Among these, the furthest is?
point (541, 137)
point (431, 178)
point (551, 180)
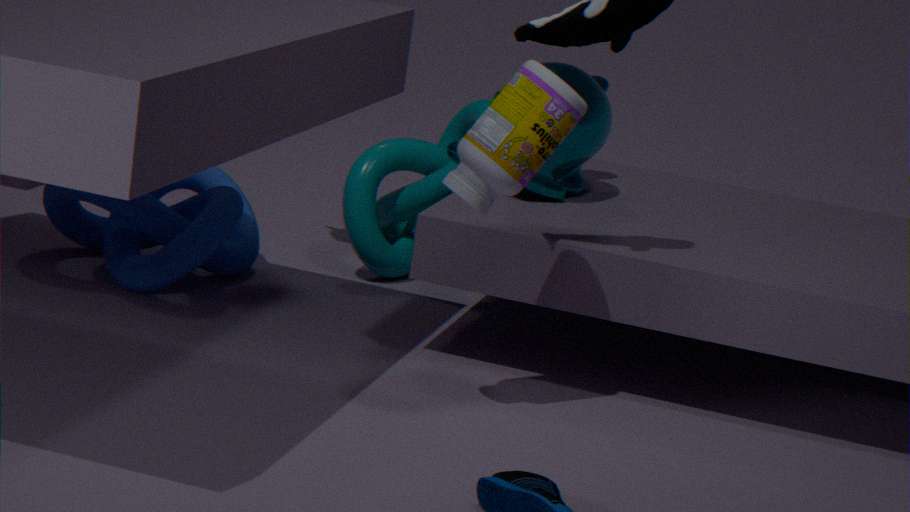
point (431, 178)
